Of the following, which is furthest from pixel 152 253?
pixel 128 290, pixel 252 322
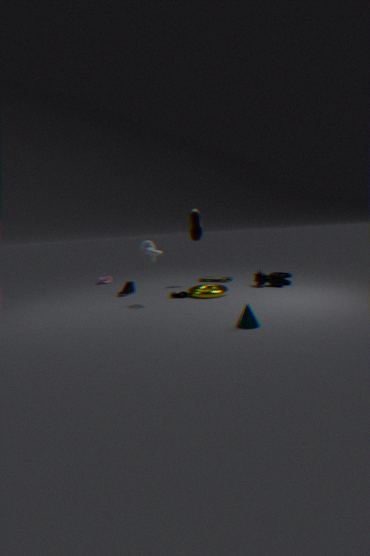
pixel 252 322
